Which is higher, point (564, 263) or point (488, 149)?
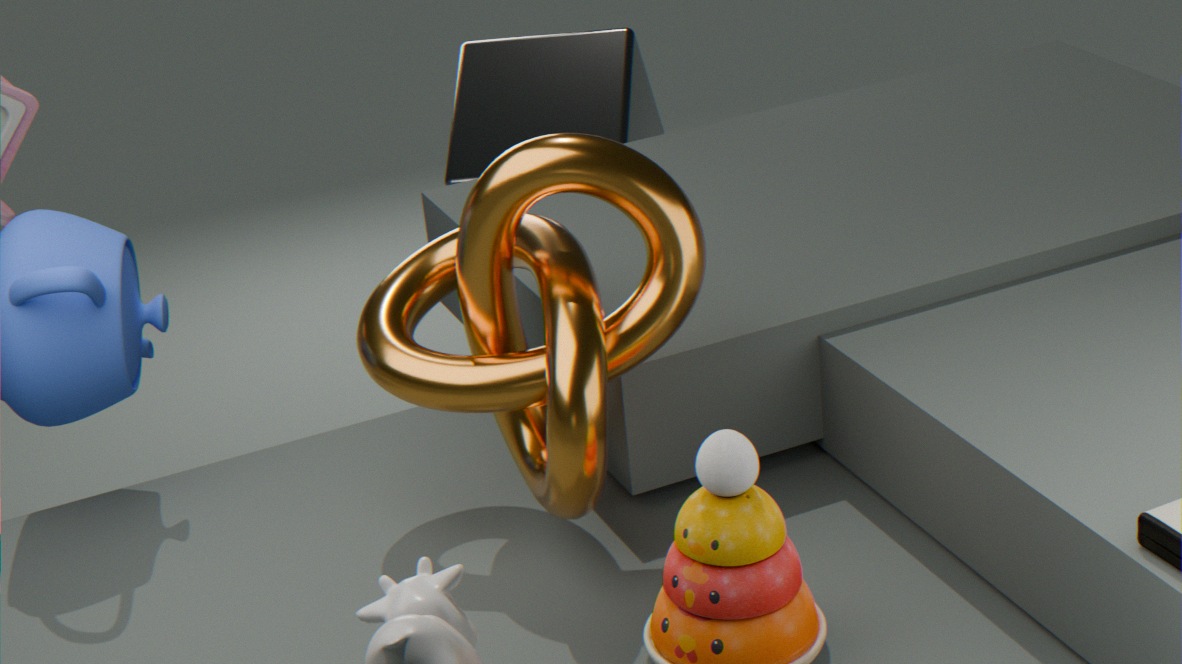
point (564, 263)
